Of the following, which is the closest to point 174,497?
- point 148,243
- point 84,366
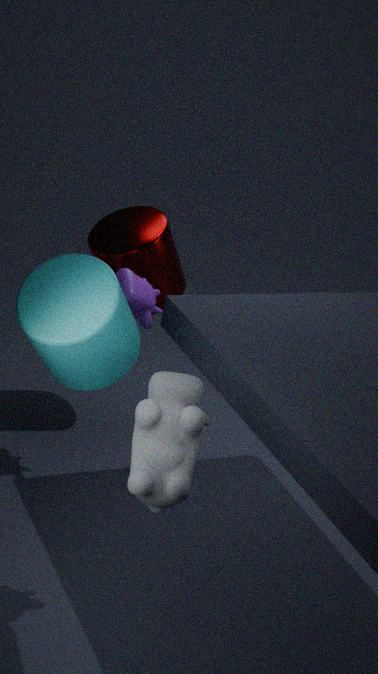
point 84,366
